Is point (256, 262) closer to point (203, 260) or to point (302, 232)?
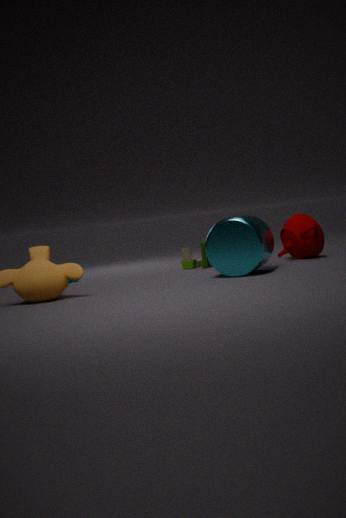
point (302, 232)
